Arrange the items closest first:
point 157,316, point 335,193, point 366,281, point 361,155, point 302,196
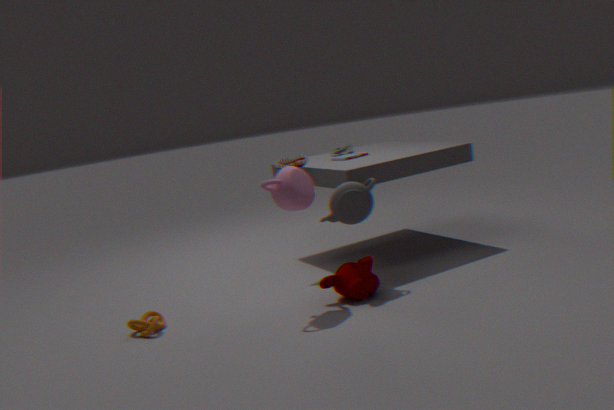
point 302,196, point 157,316, point 366,281, point 335,193, point 361,155
